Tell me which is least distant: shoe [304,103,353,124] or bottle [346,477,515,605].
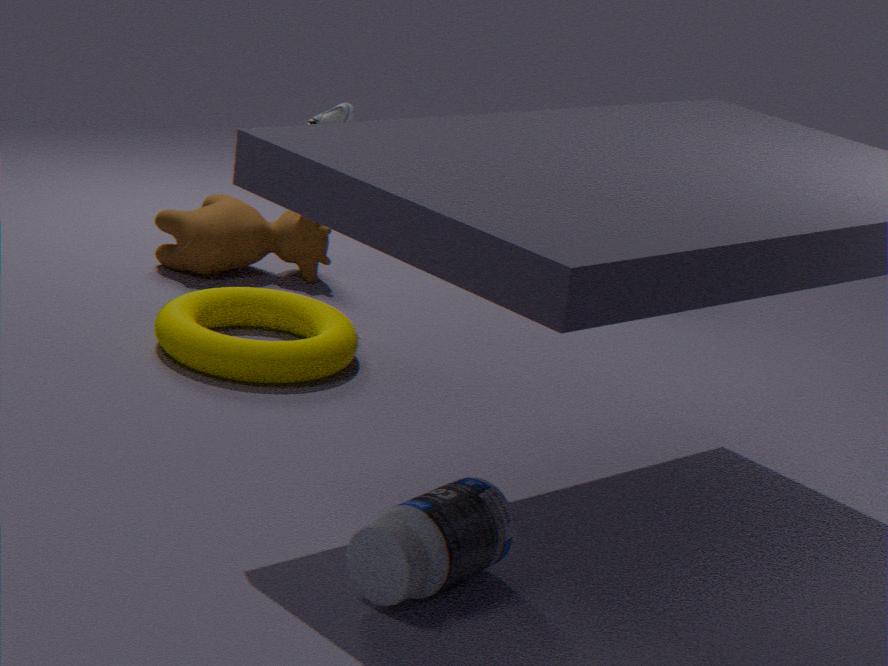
bottle [346,477,515,605]
